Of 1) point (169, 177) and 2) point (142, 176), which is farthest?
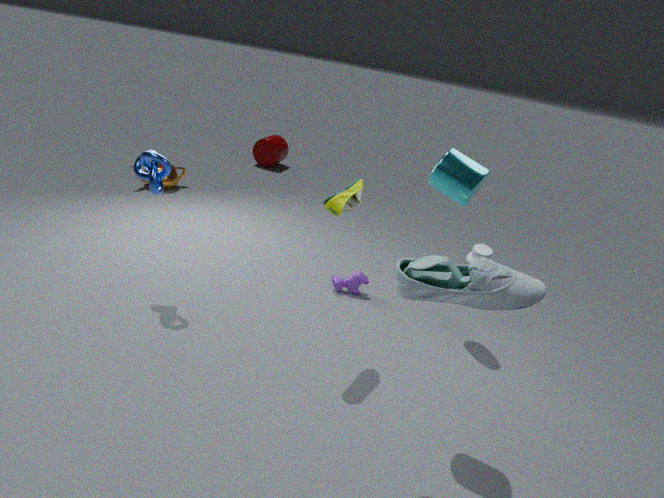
1. point (169, 177)
